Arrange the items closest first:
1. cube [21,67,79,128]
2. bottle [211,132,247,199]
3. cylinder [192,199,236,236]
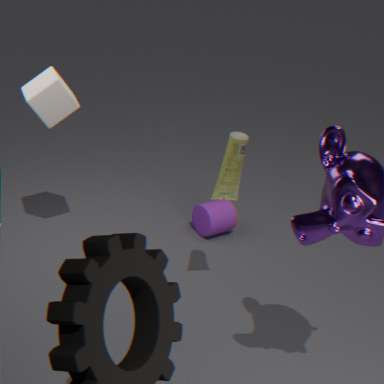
bottle [211,132,247,199] < cube [21,67,79,128] < cylinder [192,199,236,236]
